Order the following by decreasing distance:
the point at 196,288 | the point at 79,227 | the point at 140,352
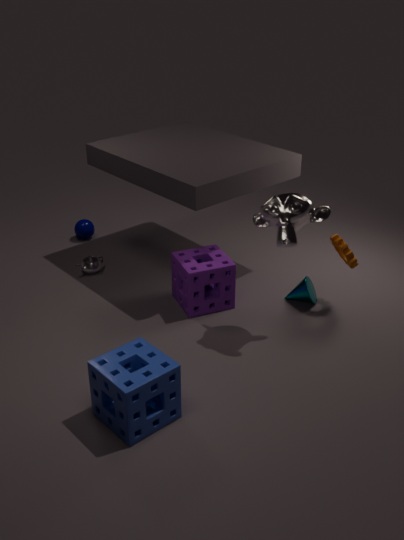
the point at 79,227, the point at 196,288, the point at 140,352
